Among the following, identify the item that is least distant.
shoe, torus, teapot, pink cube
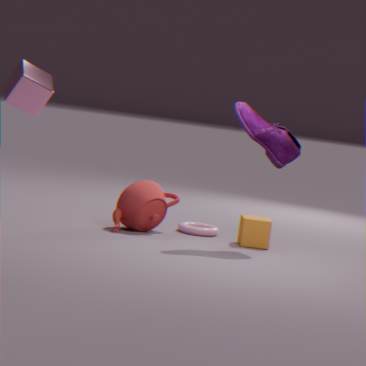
pink cube
